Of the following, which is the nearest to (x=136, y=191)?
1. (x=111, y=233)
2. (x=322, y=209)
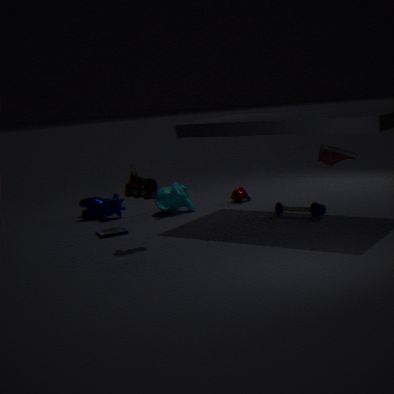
(x=111, y=233)
